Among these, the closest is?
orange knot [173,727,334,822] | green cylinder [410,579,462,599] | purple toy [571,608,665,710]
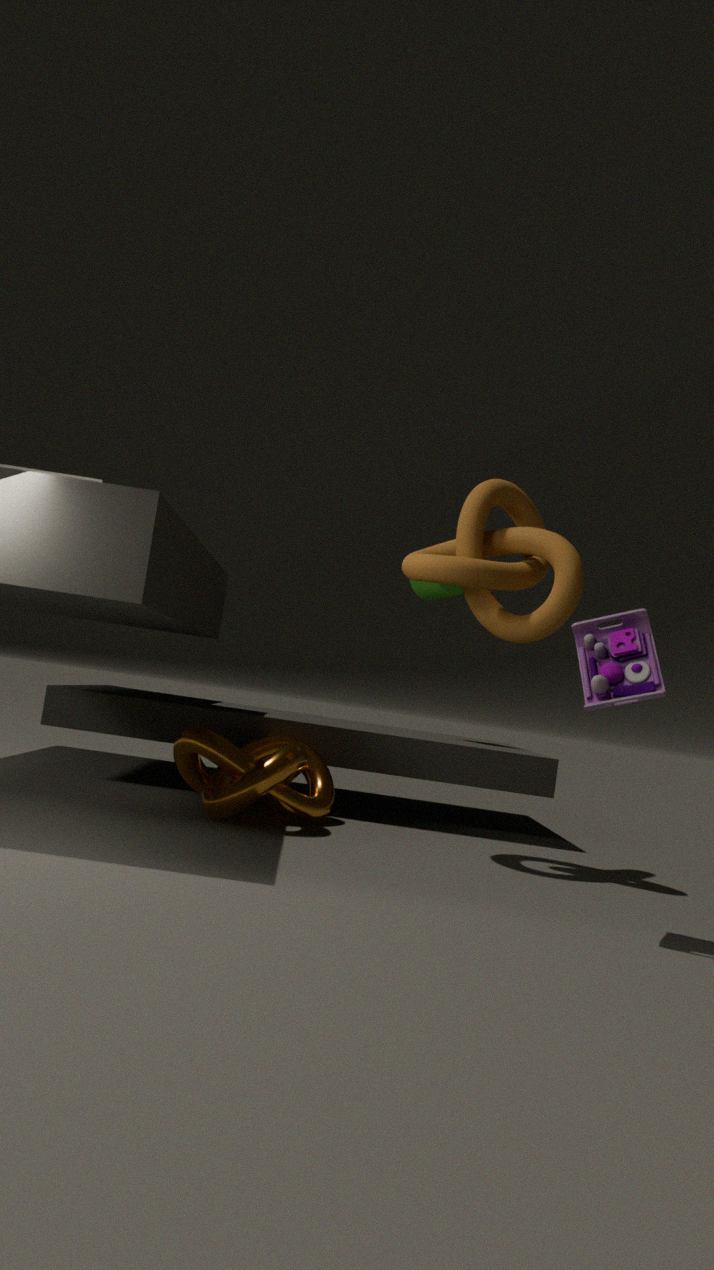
purple toy [571,608,665,710]
